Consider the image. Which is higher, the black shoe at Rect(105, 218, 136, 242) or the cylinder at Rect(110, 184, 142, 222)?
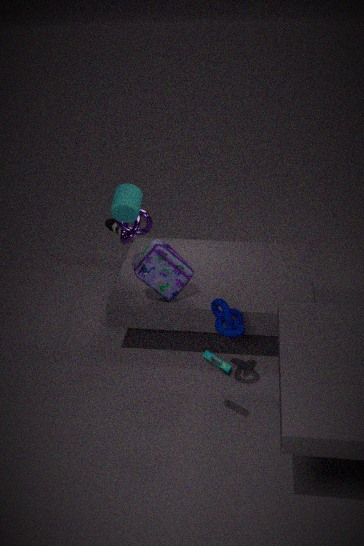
the cylinder at Rect(110, 184, 142, 222)
